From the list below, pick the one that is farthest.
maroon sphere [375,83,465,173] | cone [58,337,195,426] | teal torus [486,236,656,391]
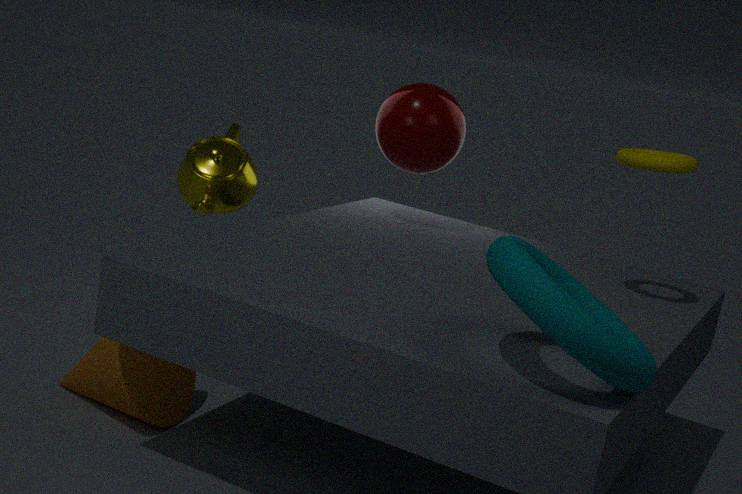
maroon sphere [375,83,465,173]
